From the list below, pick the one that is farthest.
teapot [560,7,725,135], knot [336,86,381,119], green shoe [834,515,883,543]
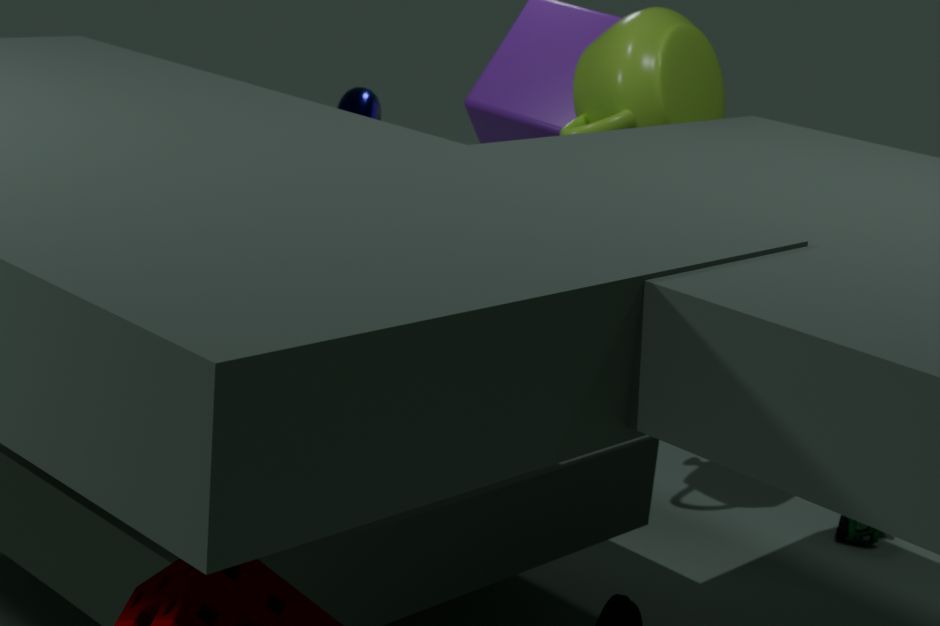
green shoe [834,515,883,543]
